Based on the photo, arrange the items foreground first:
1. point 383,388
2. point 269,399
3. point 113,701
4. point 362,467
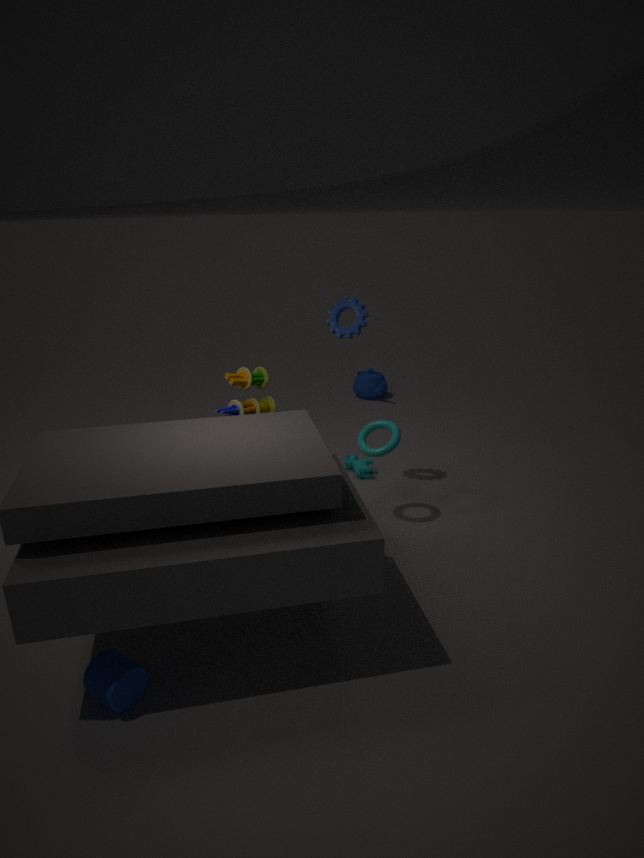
point 113,701
point 269,399
point 362,467
point 383,388
